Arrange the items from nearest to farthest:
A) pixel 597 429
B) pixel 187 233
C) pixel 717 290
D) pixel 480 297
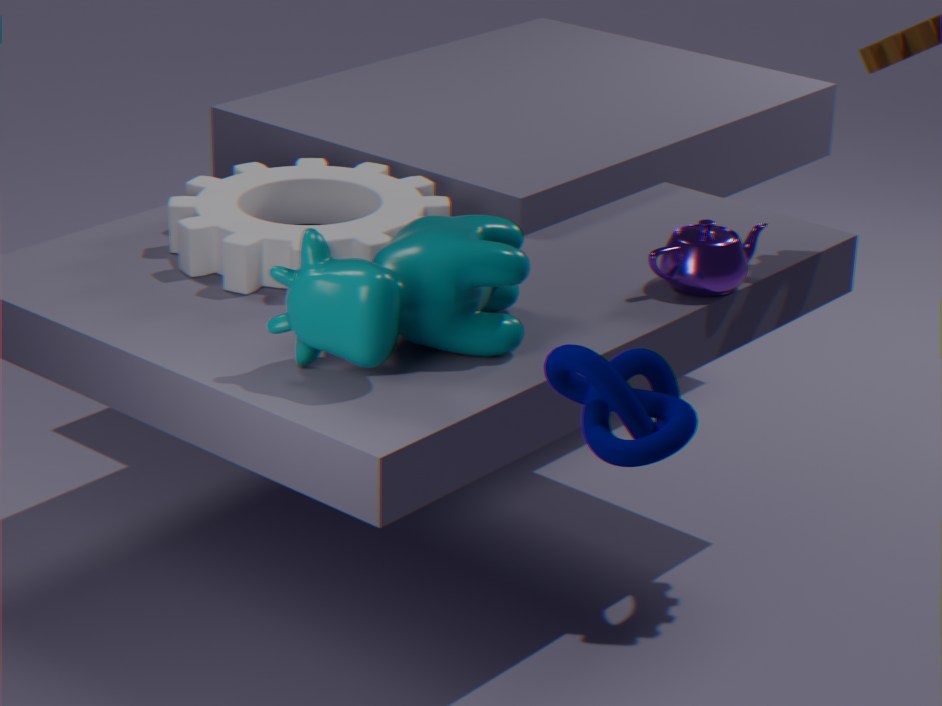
pixel 597 429 < pixel 480 297 < pixel 717 290 < pixel 187 233
